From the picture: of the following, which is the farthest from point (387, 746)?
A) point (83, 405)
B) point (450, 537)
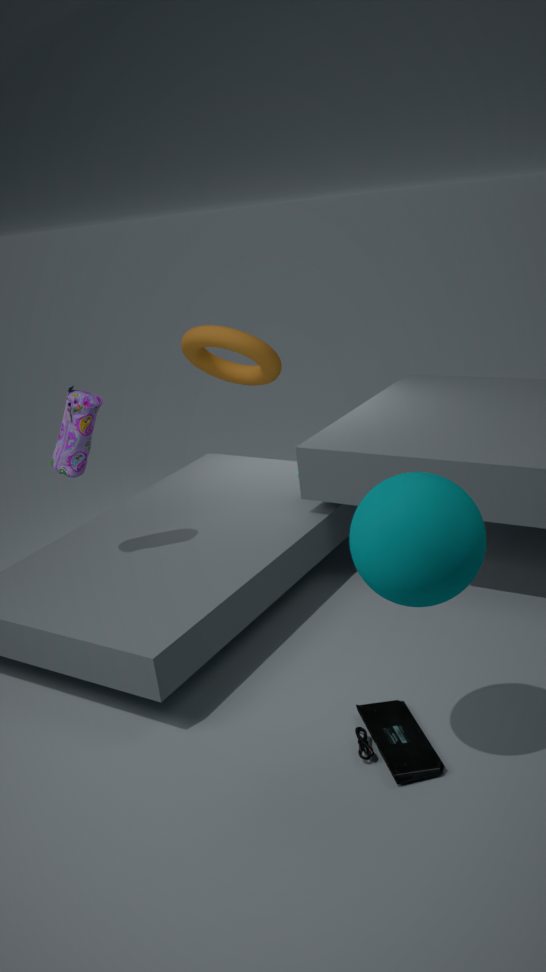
point (83, 405)
